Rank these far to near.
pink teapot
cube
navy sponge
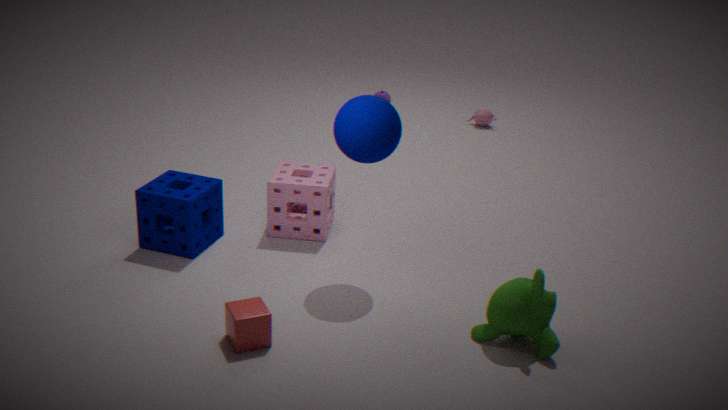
pink teapot < navy sponge < cube
